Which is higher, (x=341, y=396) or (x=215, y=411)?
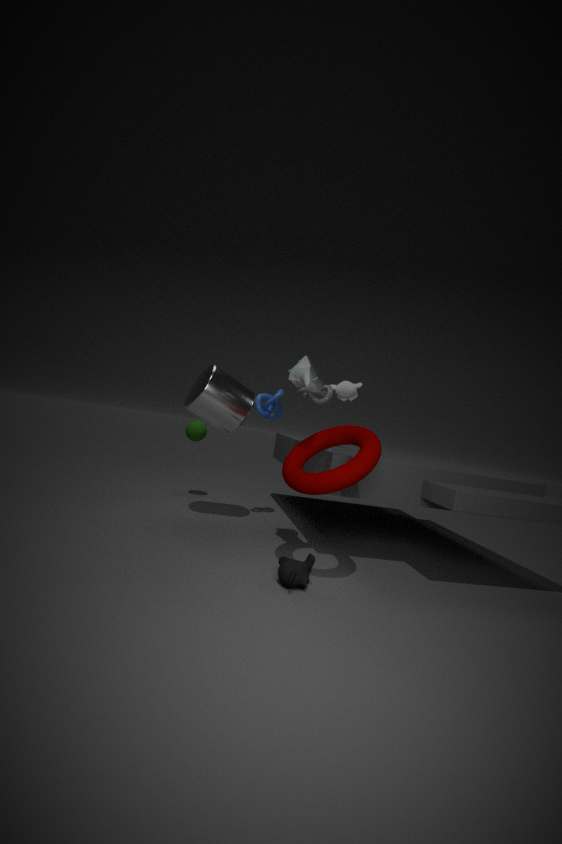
(x=341, y=396)
